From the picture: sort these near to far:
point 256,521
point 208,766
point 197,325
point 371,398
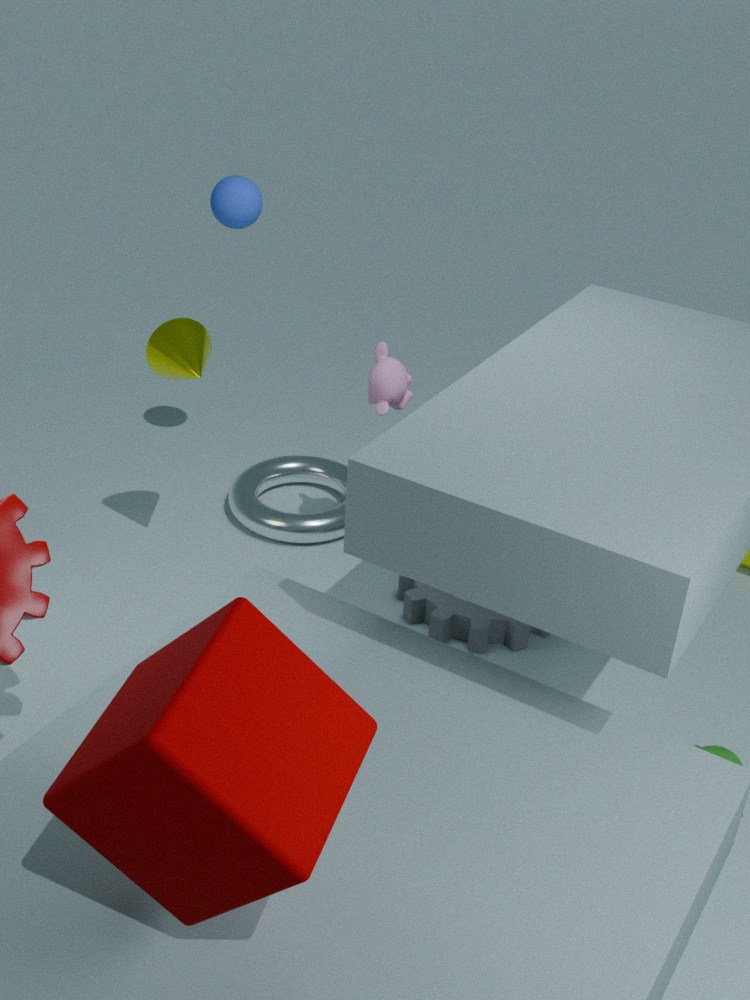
1. point 208,766
2. point 197,325
3. point 371,398
4. point 256,521
